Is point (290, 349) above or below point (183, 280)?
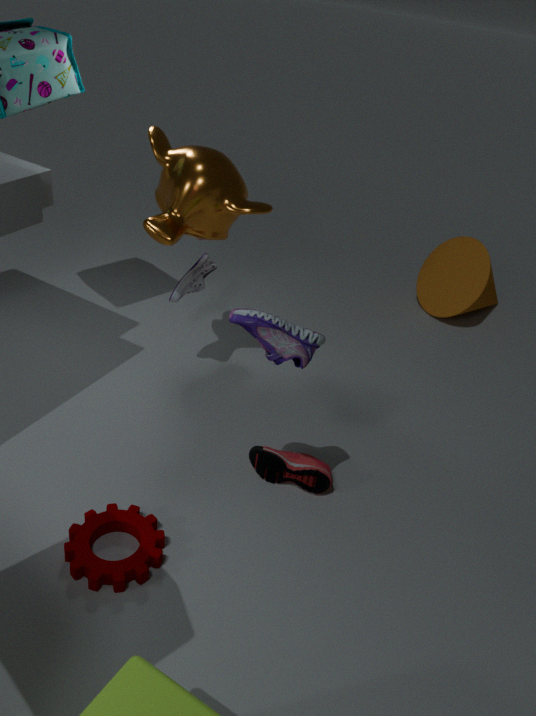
above
